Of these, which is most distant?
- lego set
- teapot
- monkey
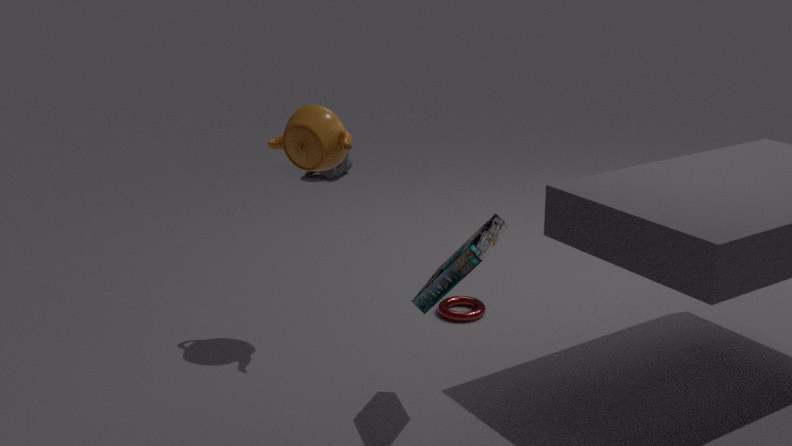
monkey
